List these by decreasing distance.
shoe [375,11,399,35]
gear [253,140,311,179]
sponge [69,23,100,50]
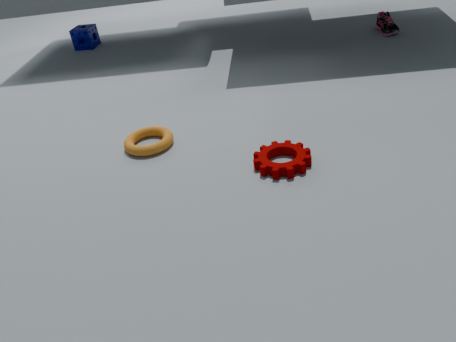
sponge [69,23,100,50] < shoe [375,11,399,35] < gear [253,140,311,179]
